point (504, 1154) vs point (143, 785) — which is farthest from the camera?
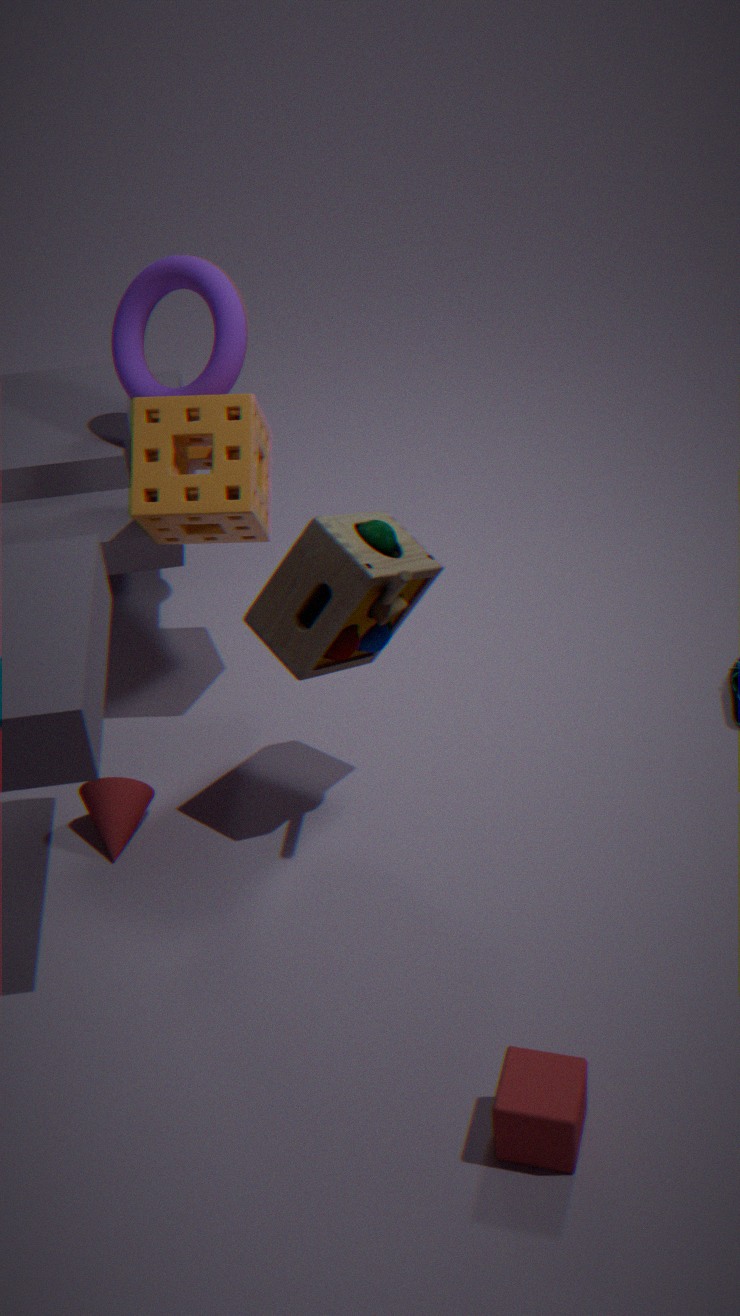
point (143, 785)
